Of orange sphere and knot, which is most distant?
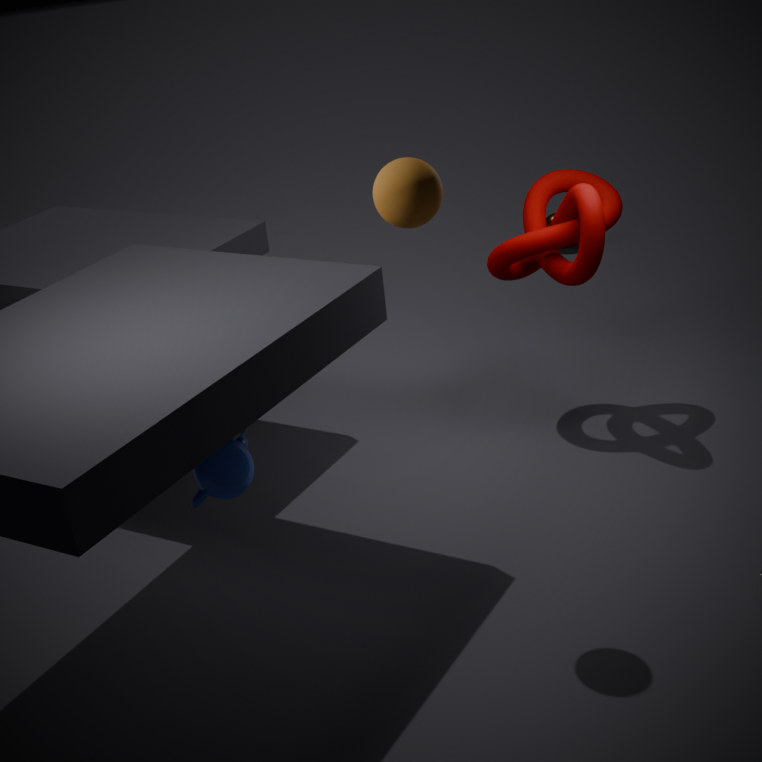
knot
